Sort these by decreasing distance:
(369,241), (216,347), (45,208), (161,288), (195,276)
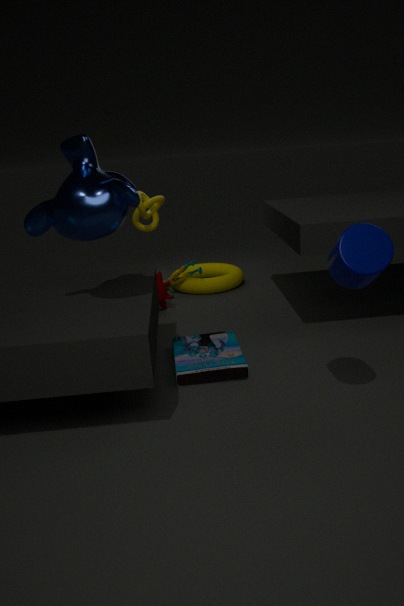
(195,276)
(161,288)
(216,347)
(45,208)
(369,241)
